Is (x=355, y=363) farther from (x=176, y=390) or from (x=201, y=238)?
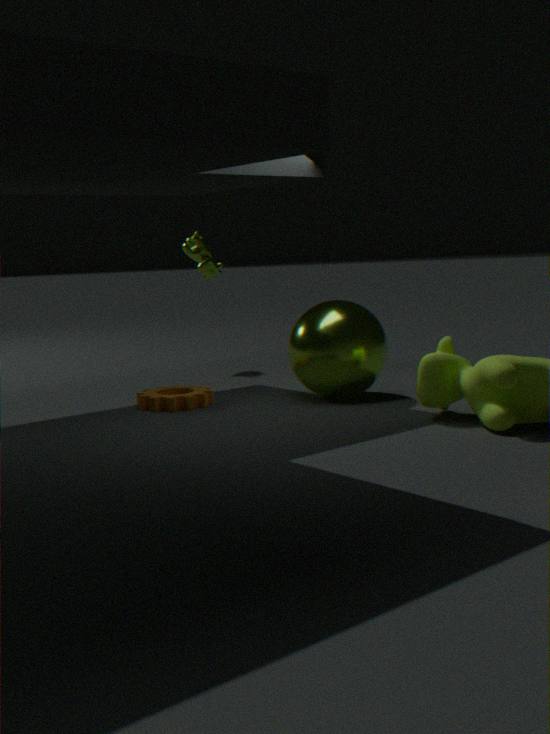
(x=201, y=238)
